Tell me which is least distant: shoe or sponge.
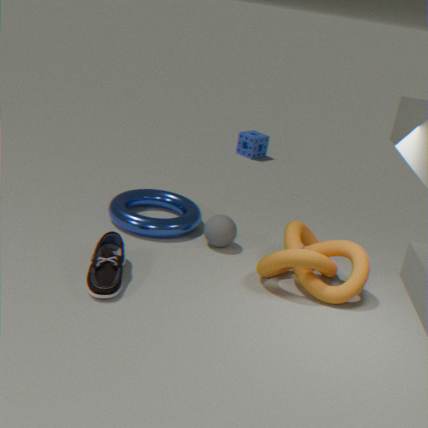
shoe
